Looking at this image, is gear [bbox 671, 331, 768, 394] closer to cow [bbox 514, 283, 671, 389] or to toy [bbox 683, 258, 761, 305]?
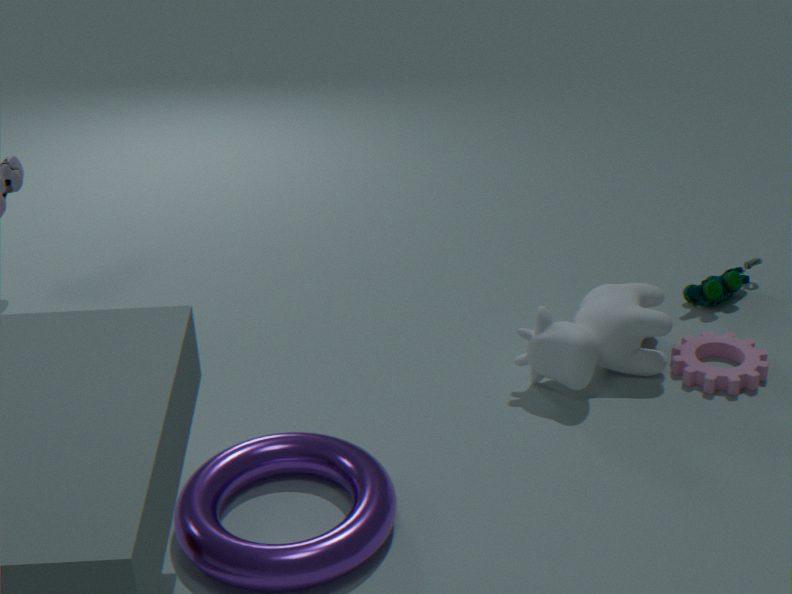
cow [bbox 514, 283, 671, 389]
